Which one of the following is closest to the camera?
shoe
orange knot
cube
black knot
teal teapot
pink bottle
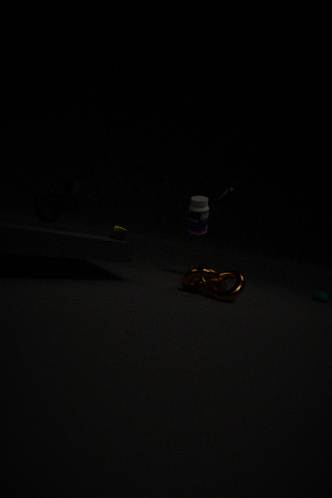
orange knot
